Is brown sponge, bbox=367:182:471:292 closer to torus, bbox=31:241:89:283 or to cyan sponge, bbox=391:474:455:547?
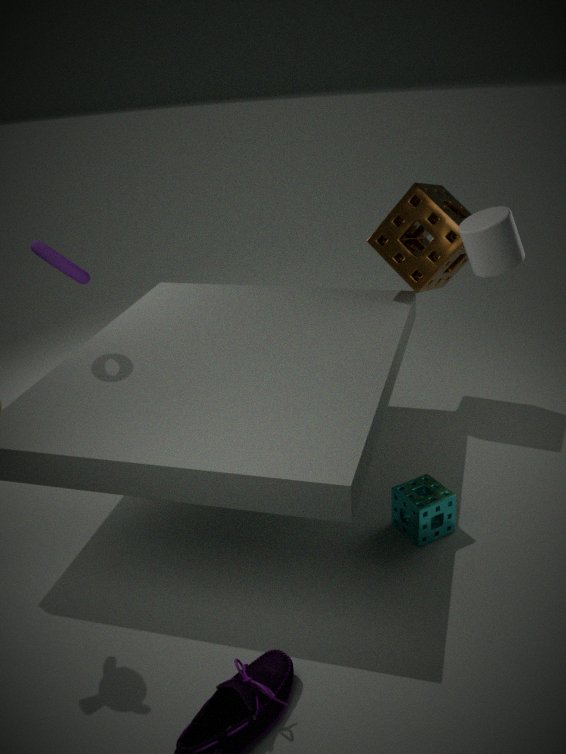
cyan sponge, bbox=391:474:455:547
